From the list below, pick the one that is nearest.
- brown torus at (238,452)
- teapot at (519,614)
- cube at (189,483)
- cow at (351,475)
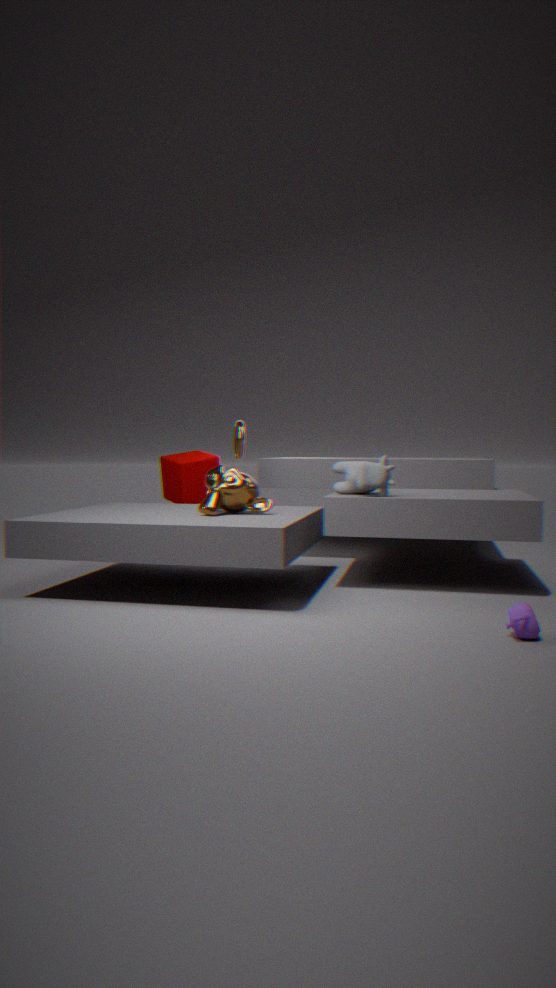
teapot at (519,614)
